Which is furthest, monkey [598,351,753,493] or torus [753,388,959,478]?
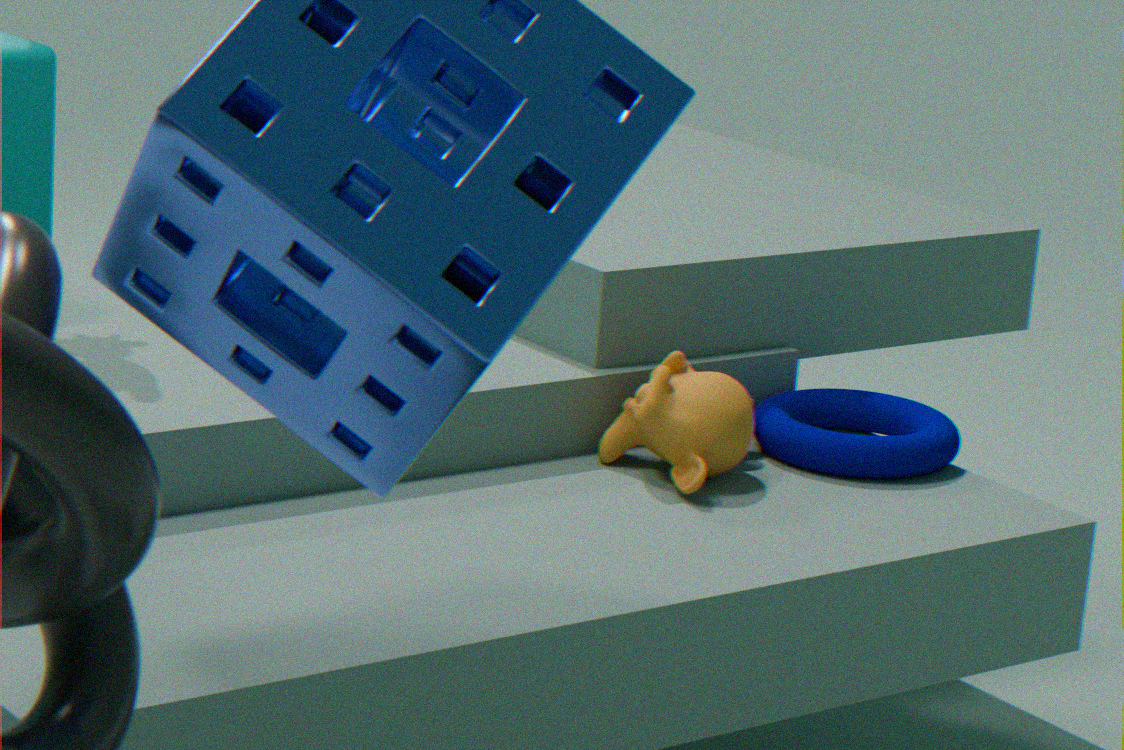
torus [753,388,959,478]
